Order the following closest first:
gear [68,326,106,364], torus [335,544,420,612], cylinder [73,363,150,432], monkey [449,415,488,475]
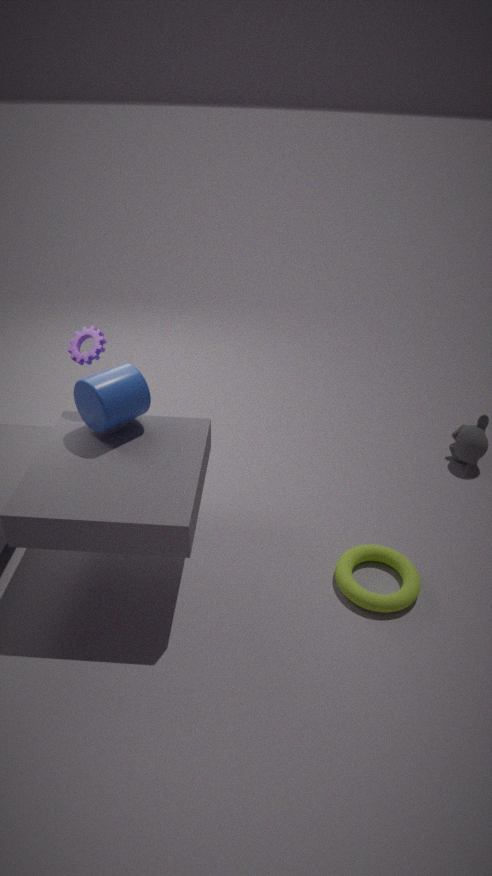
torus [335,544,420,612] < cylinder [73,363,150,432] < gear [68,326,106,364] < monkey [449,415,488,475]
